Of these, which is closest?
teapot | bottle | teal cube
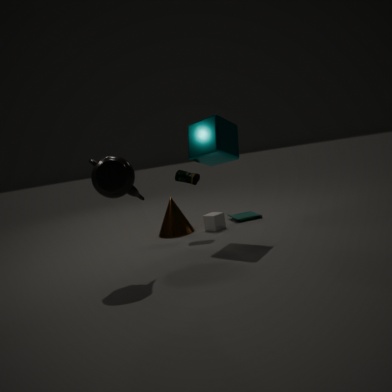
teapot
